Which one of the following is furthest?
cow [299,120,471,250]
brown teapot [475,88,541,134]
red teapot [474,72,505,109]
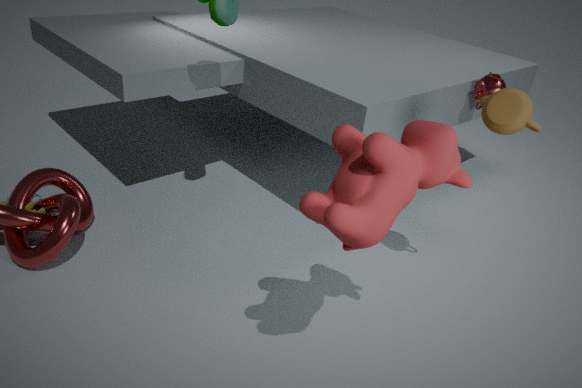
red teapot [474,72,505,109]
